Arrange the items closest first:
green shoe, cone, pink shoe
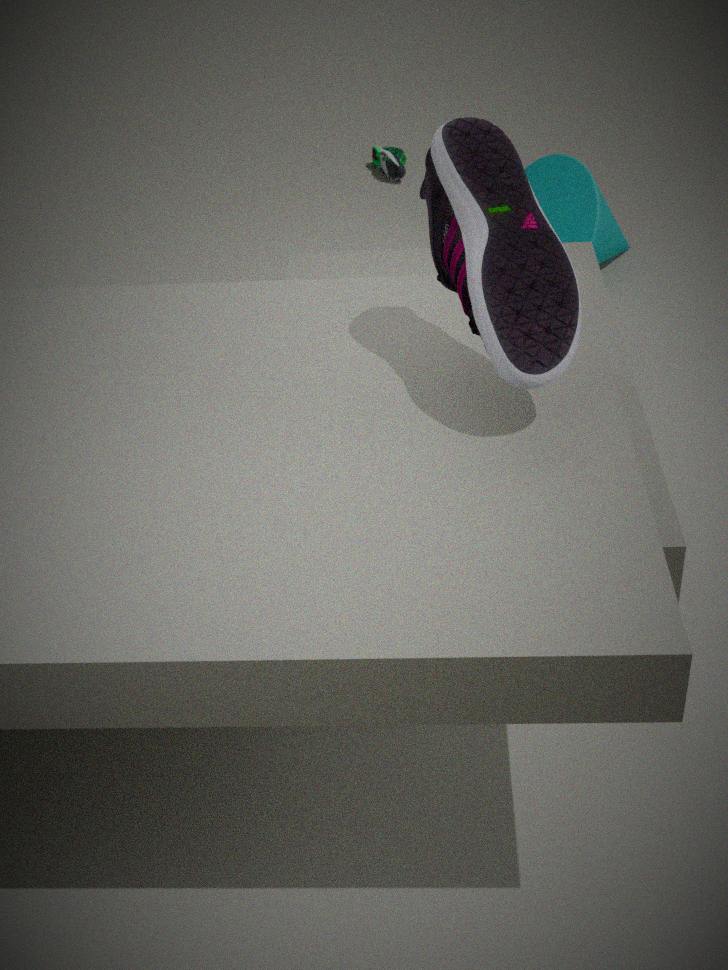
pink shoe → cone → green shoe
